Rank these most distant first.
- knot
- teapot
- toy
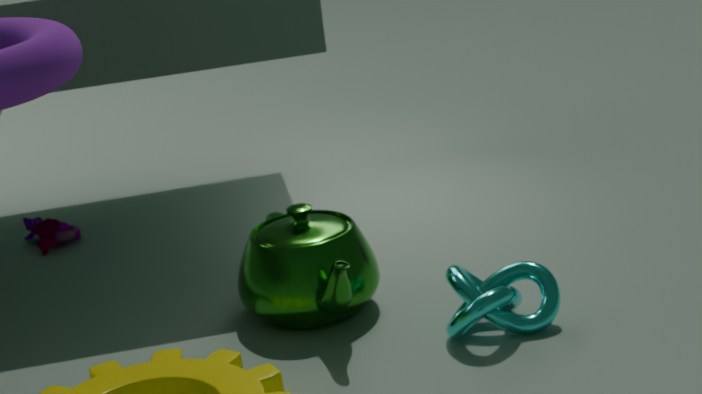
toy
teapot
knot
